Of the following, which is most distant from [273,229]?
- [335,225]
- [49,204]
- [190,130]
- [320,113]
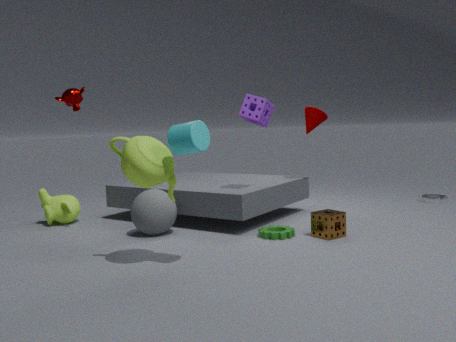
[49,204]
